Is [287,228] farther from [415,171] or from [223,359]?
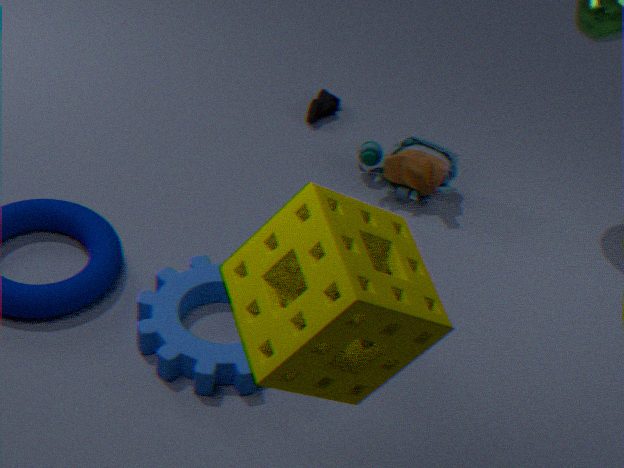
[415,171]
